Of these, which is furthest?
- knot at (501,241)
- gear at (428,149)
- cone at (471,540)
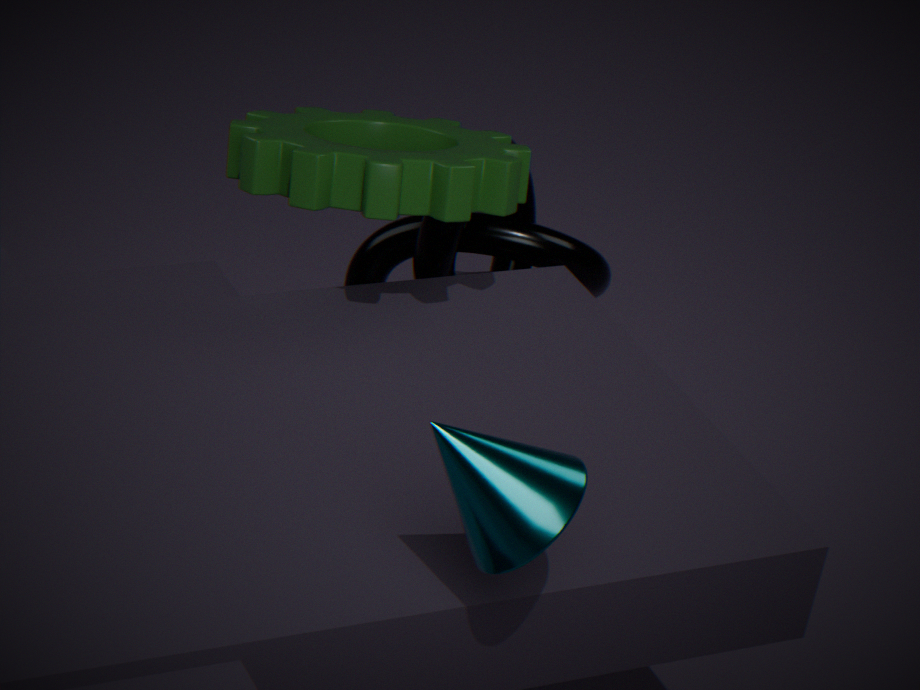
knot at (501,241)
